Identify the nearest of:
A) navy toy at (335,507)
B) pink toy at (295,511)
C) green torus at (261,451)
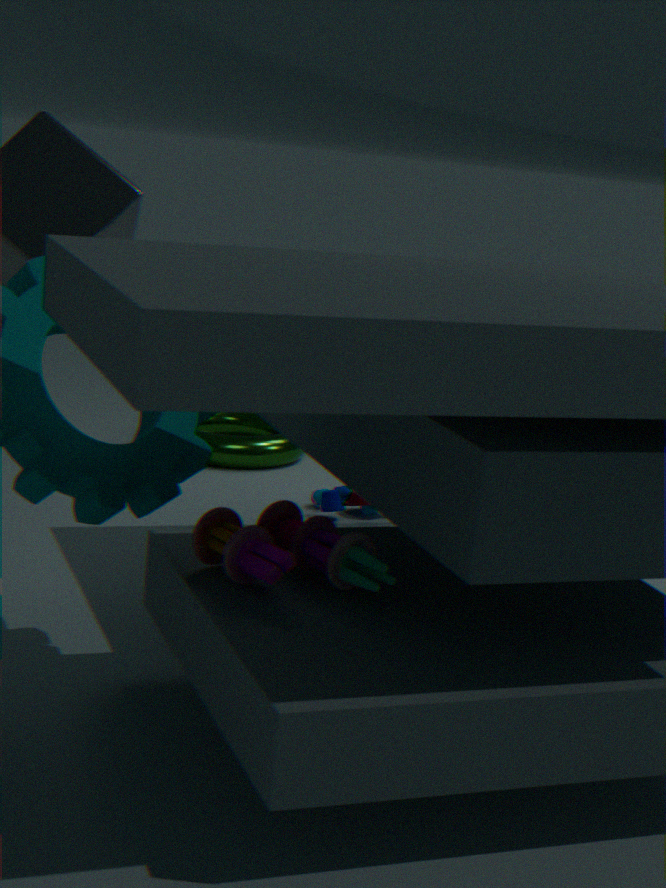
pink toy at (295,511)
